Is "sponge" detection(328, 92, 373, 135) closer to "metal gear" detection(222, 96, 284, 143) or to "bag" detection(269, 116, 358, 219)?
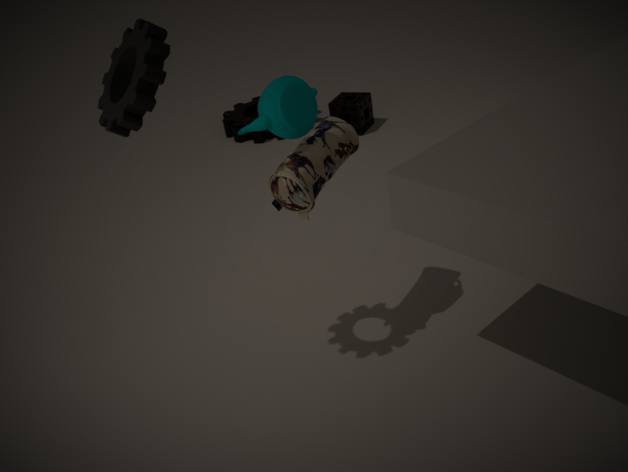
"metal gear" detection(222, 96, 284, 143)
